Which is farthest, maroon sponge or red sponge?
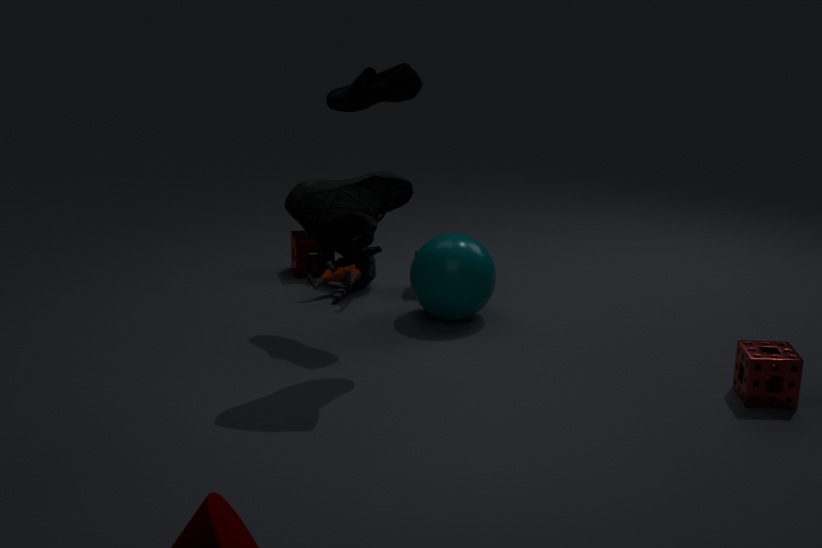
maroon sponge
